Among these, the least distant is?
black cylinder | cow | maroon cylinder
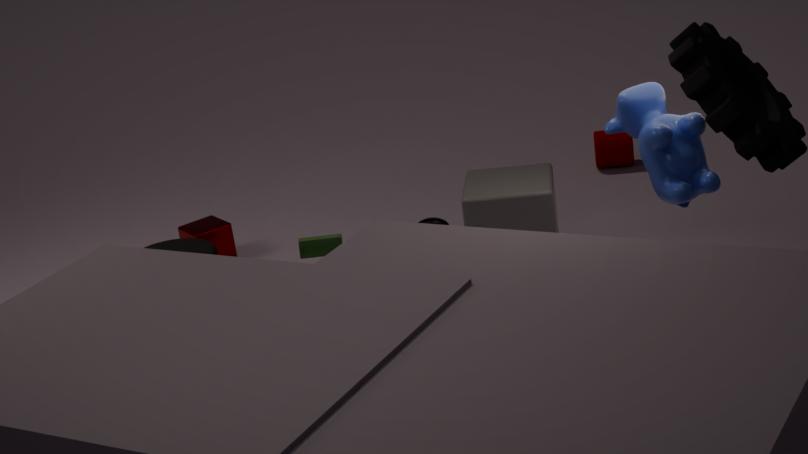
cow
